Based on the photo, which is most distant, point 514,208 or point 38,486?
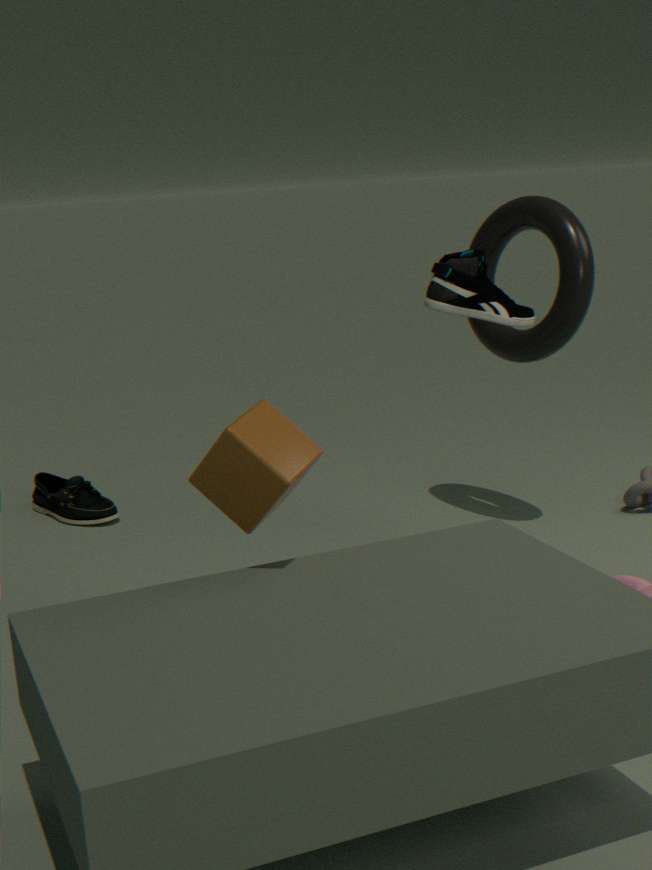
point 38,486
